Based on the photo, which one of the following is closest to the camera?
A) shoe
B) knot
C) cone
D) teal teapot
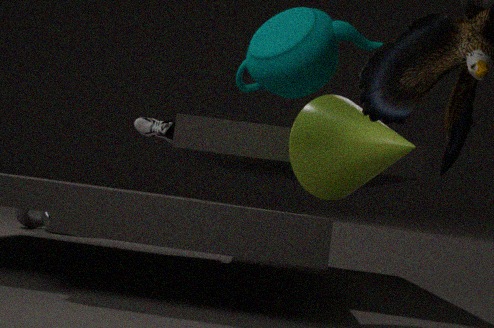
teal teapot
